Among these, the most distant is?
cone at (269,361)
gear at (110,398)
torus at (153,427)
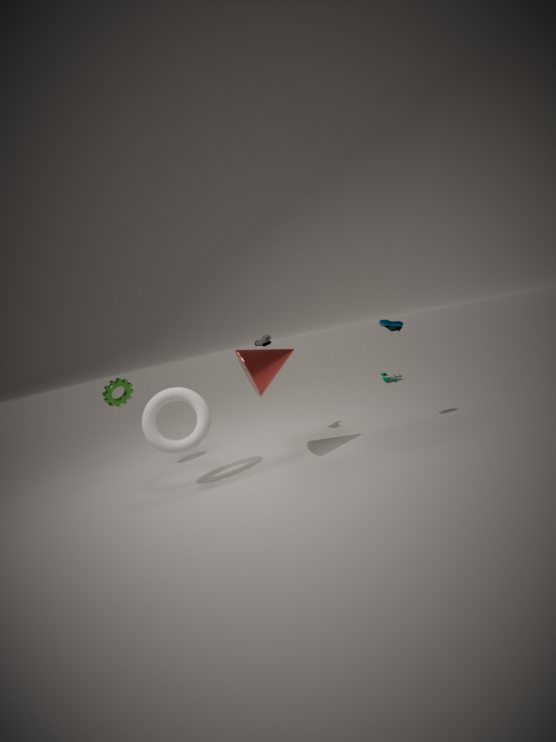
gear at (110,398)
